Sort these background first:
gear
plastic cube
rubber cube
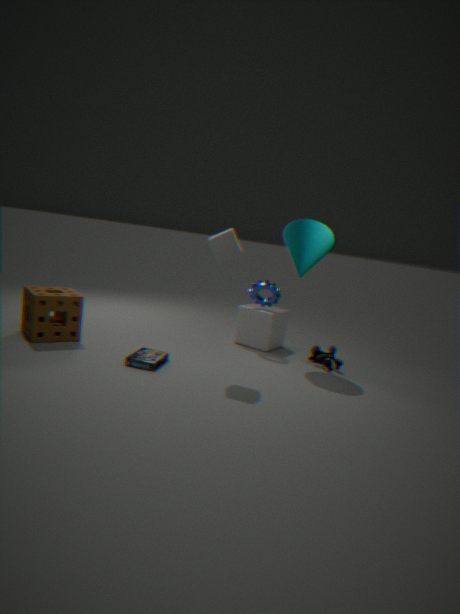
plastic cube, gear, rubber cube
